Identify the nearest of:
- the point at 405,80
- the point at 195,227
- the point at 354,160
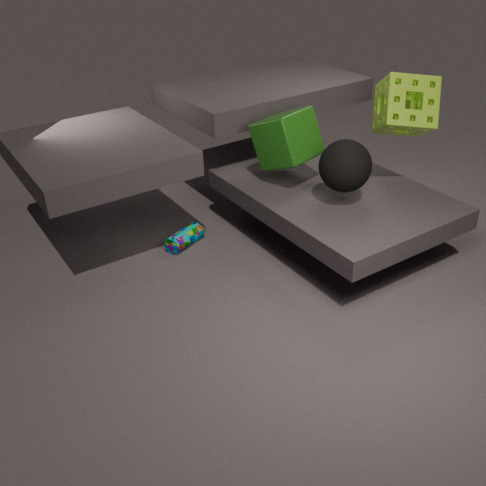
the point at 354,160
